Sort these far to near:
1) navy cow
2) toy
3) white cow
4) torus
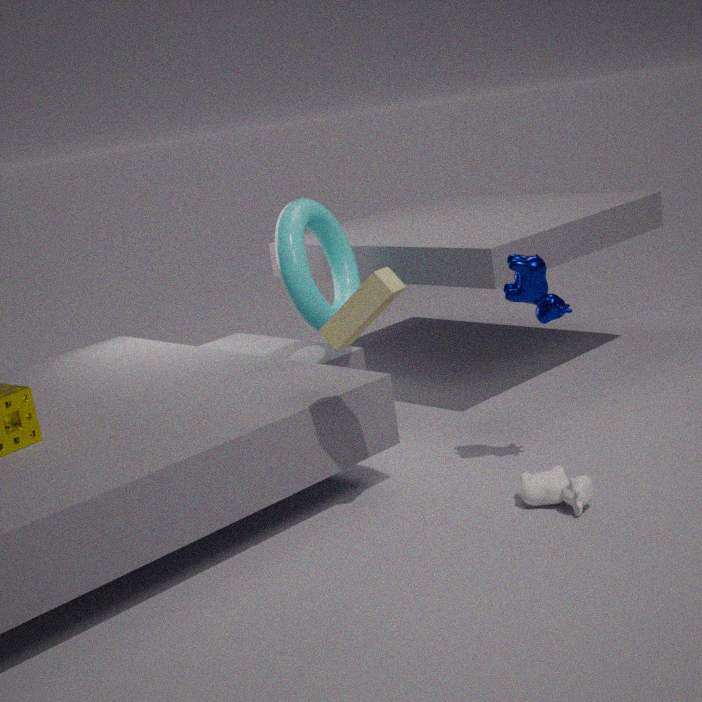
1. 4. torus
2. 1. navy cow
3. 3. white cow
4. 2. toy
